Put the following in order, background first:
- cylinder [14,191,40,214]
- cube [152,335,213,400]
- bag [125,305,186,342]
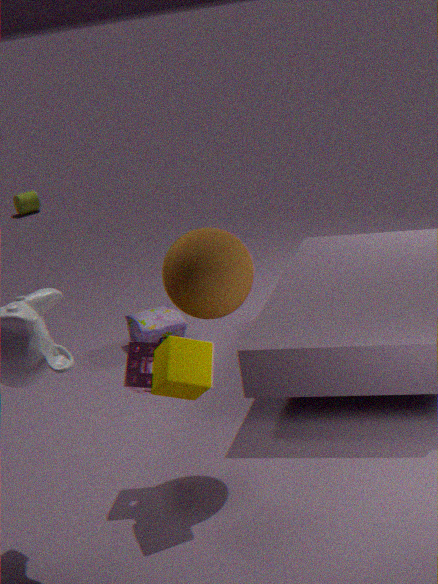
cylinder [14,191,40,214] < bag [125,305,186,342] < cube [152,335,213,400]
